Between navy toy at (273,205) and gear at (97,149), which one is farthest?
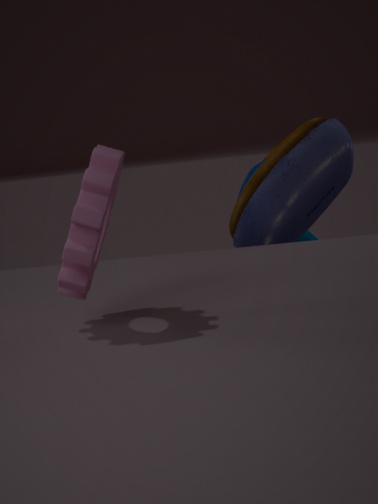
navy toy at (273,205)
